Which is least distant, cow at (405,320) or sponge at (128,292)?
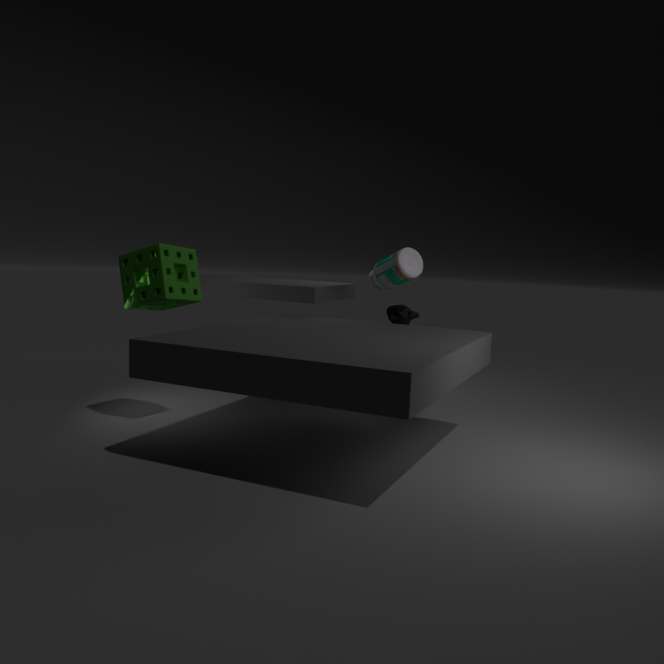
sponge at (128,292)
